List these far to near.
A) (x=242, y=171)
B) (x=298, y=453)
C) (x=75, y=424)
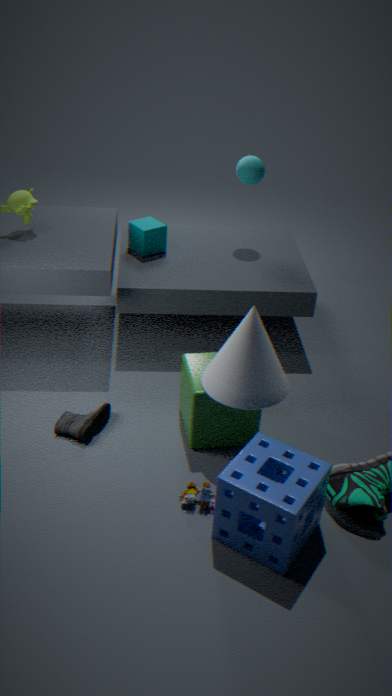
(x=242, y=171), (x=75, y=424), (x=298, y=453)
